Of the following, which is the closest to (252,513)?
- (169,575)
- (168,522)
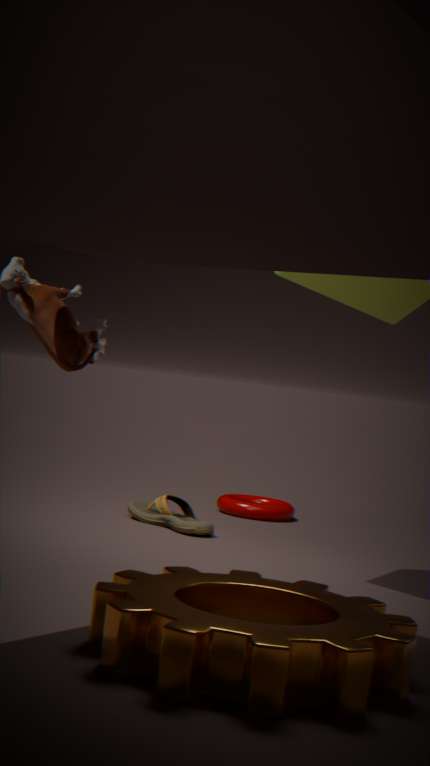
(168,522)
